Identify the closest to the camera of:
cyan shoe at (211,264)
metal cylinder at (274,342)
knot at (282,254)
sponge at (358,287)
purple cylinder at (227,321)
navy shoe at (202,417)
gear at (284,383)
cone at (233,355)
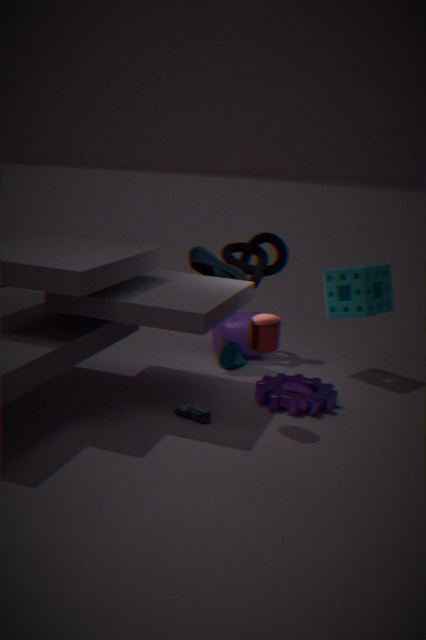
metal cylinder at (274,342)
